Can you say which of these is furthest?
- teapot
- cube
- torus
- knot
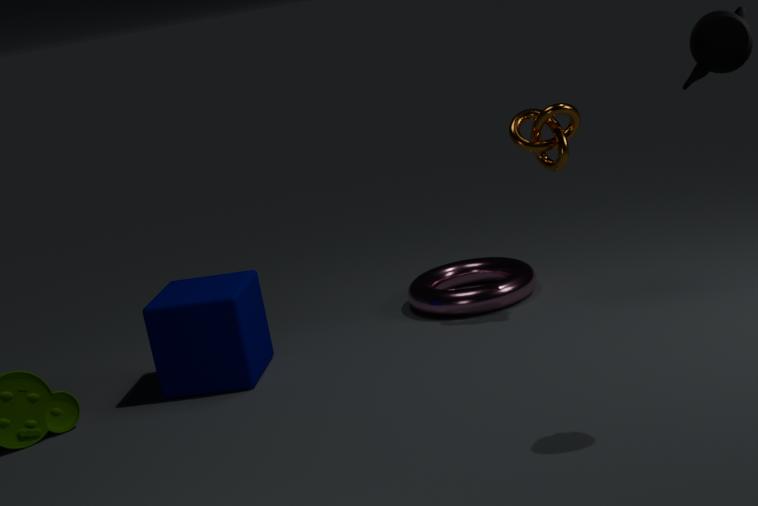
torus
